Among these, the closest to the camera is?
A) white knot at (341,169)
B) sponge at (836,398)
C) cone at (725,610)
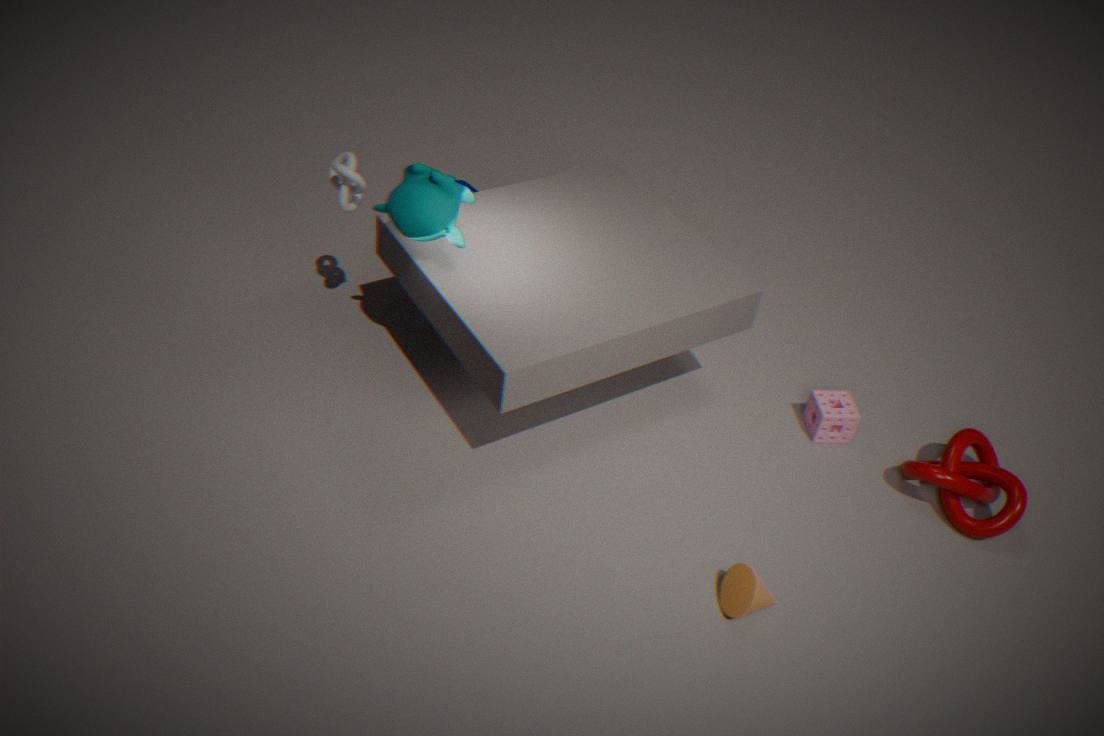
cone at (725,610)
